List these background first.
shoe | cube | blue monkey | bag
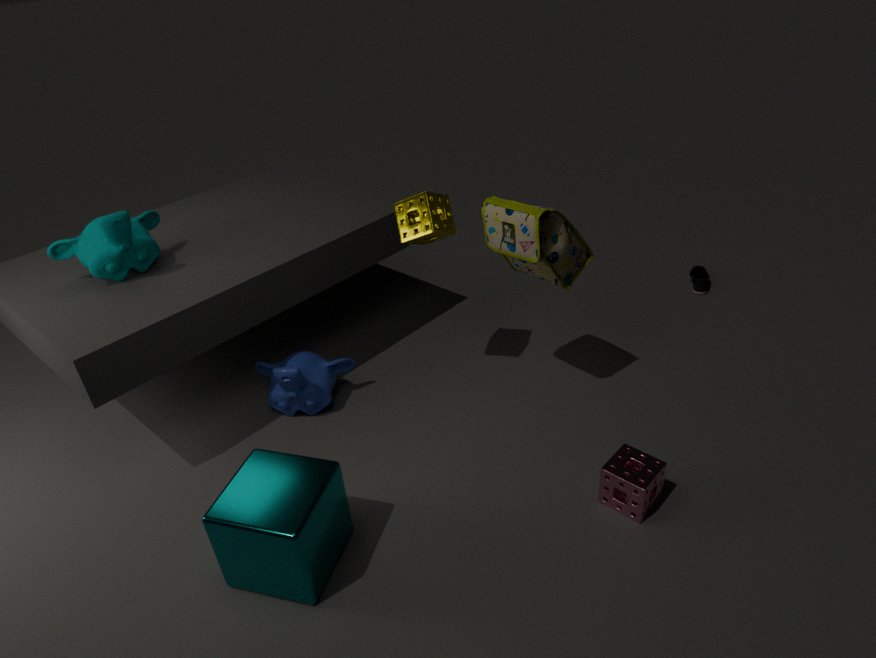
shoe, blue monkey, bag, cube
